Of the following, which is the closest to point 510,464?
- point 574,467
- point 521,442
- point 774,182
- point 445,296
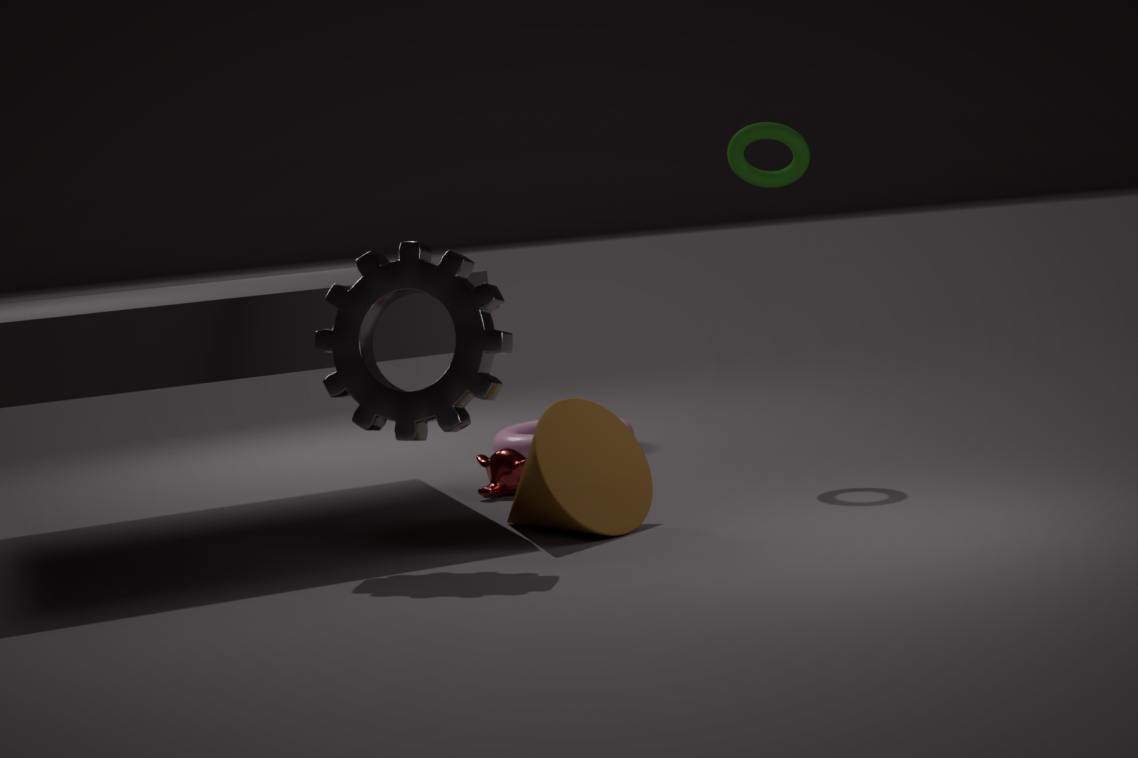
point 574,467
